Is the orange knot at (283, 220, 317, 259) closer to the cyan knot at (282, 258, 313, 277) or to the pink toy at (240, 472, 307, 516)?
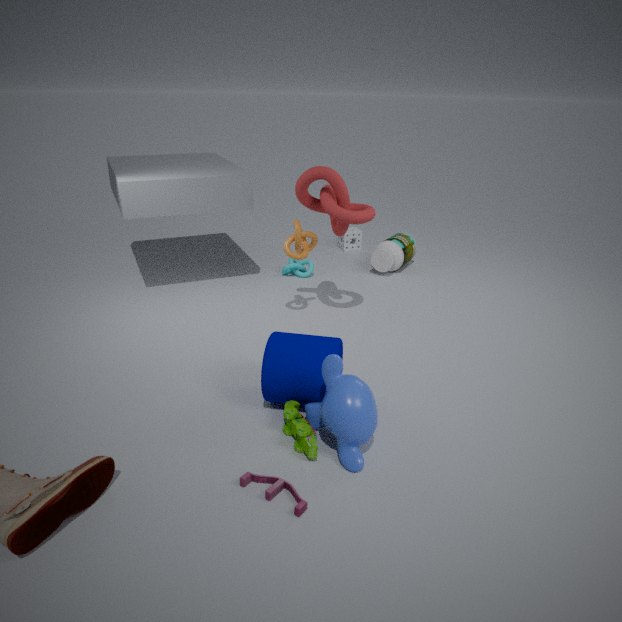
the cyan knot at (282, 258, 313, 277)
